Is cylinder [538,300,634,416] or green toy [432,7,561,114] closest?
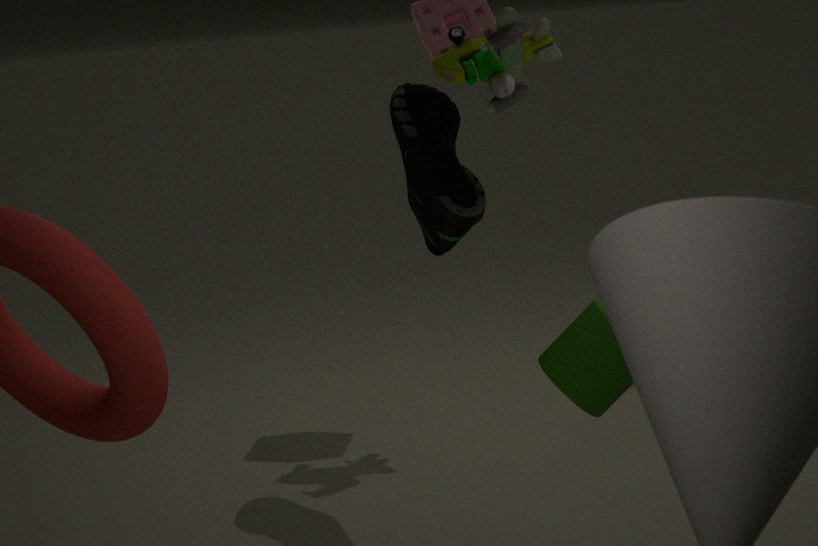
cylinder [538,300,634,416]
